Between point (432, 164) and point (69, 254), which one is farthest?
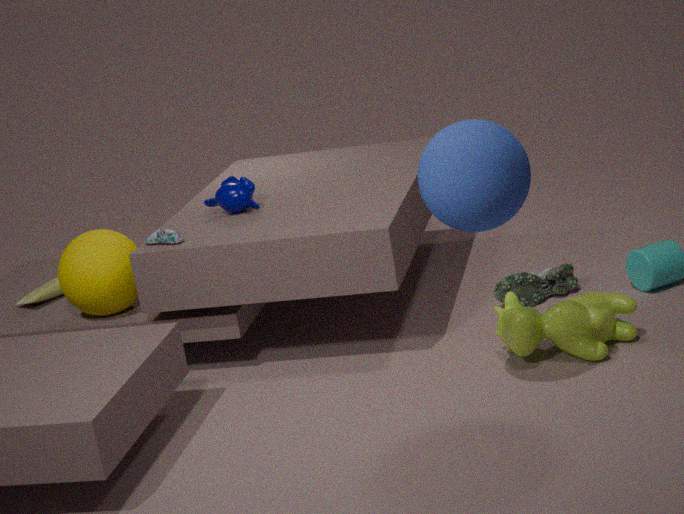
point (69, 254)
